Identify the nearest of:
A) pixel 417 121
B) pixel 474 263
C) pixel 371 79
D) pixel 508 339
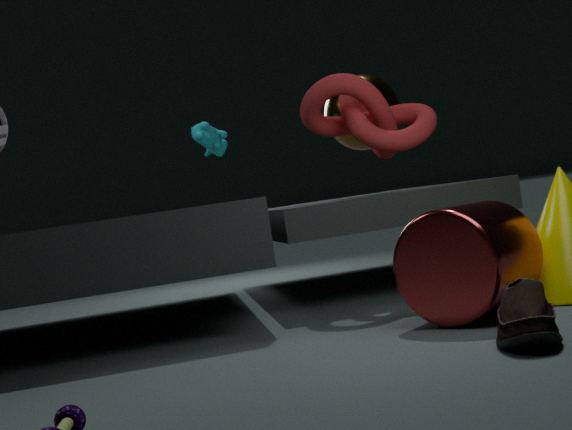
pixel 508 339
